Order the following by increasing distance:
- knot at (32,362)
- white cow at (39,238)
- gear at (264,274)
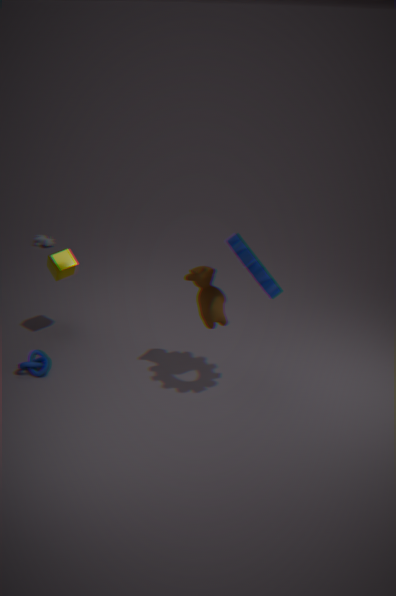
gear at (264,274) → knot at (32,362) → white cow at (39,238)
